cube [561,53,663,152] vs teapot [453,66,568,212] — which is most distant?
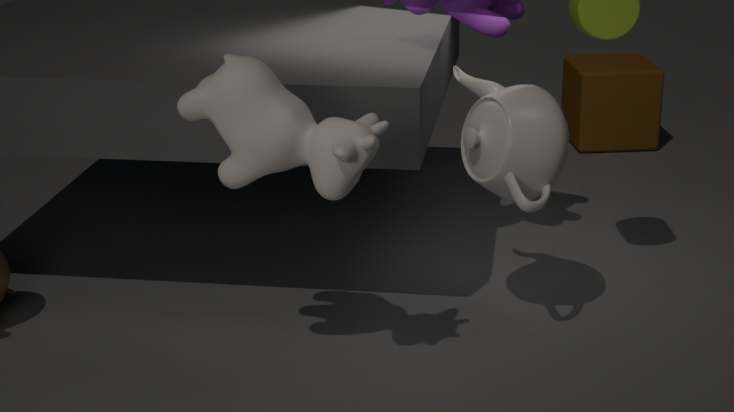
cube [561,53,663,152]
